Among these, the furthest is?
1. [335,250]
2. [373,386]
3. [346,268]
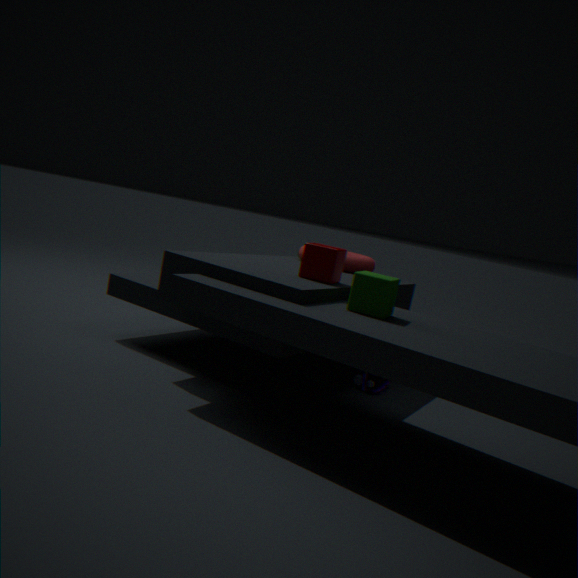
[346,268]
